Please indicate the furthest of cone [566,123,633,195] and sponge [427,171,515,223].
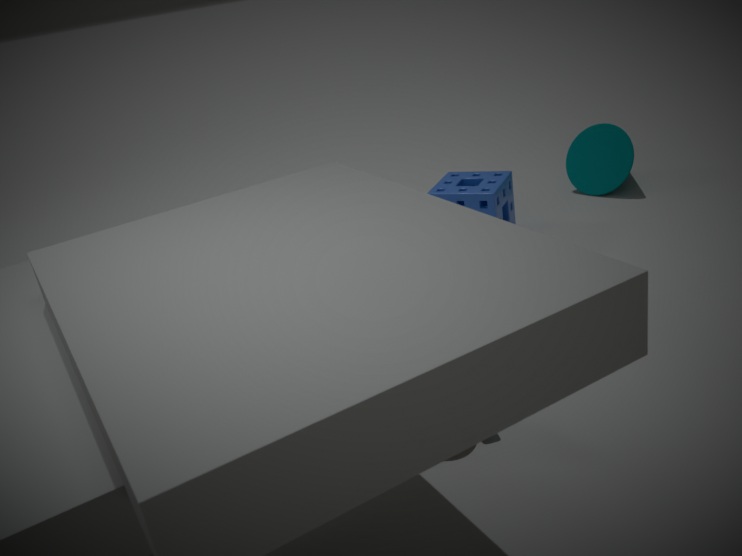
cone [566,123,633,195]
